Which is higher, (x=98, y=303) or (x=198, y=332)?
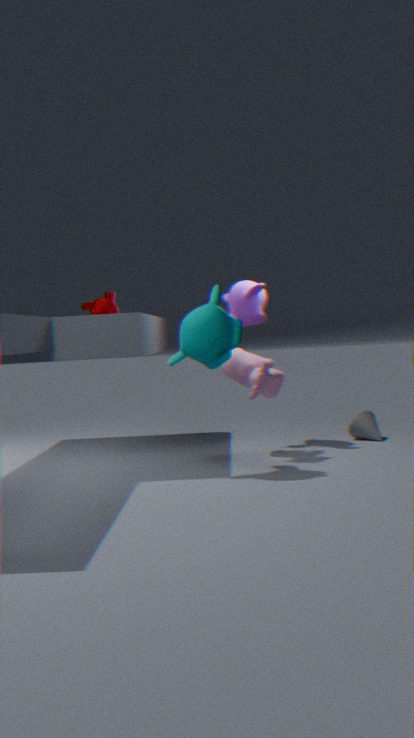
(x=98, y=303)
